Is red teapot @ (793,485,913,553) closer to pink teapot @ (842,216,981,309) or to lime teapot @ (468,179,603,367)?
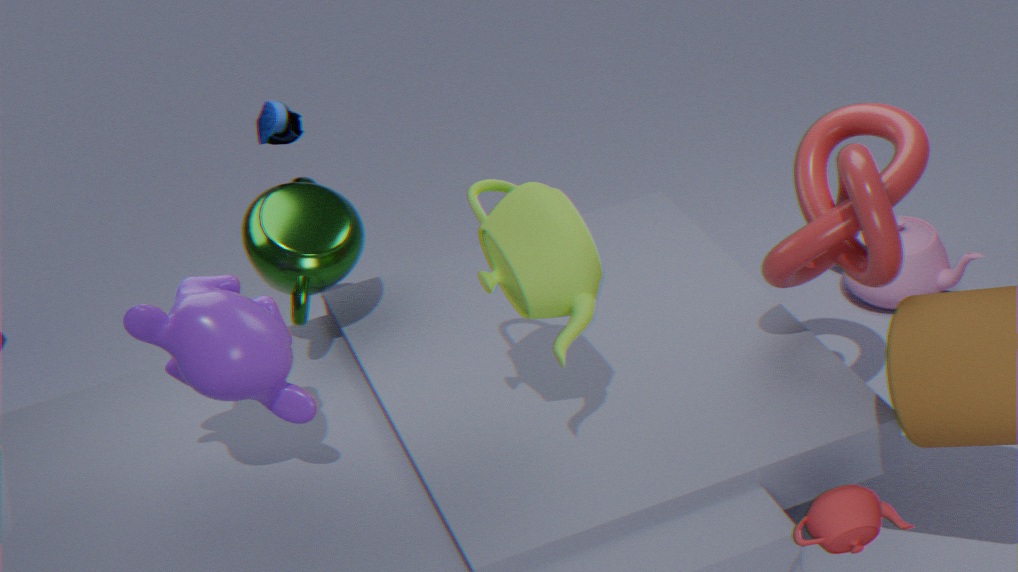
lime teapot @ (468,179,603,367)
